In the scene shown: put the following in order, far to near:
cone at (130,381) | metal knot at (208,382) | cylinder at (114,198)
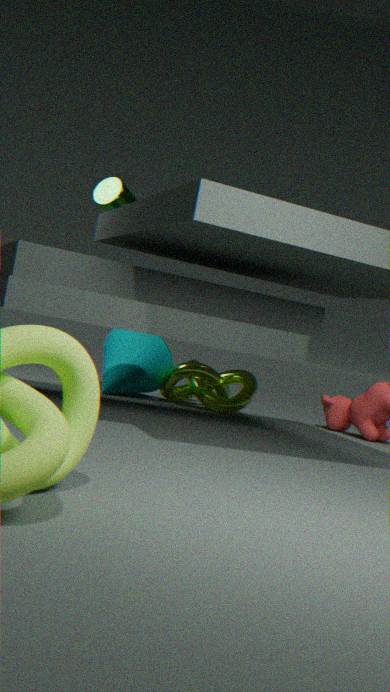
metal knot at (208,382) < cone at (130,381) < cylinder at (114,198)
